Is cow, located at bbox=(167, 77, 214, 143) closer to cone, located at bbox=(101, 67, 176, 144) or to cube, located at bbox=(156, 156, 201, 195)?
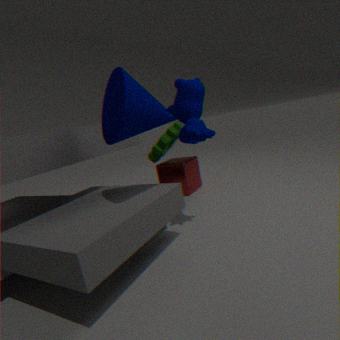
cone, located at bbox=(101, 67, 176, 144)
